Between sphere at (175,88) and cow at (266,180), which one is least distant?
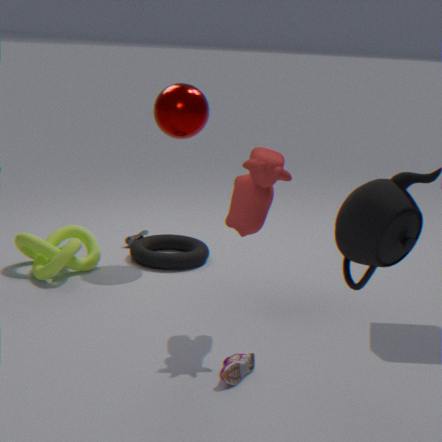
cow at (266,180)
